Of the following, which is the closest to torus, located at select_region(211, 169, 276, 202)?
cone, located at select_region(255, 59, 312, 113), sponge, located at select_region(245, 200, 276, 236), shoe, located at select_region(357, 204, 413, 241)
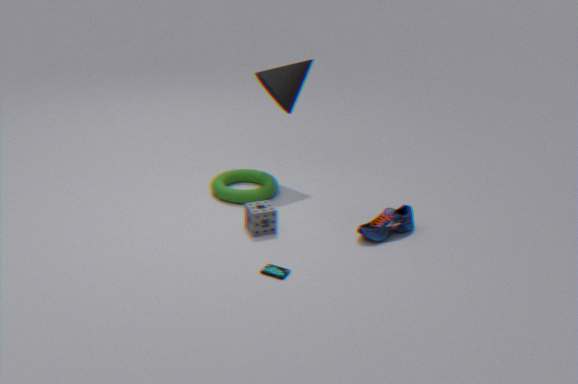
sponge, located at select_region(245, 200, 276, 236)
